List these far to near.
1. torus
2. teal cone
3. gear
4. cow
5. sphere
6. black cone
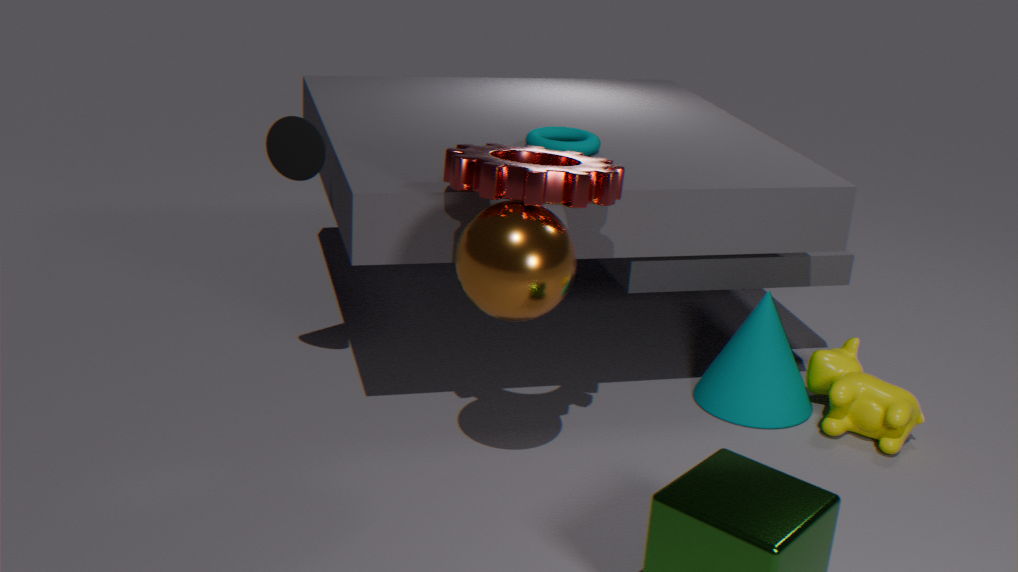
1. teal cone
2. torus
3. cow
4. black cone
5. gear
6. sphere
